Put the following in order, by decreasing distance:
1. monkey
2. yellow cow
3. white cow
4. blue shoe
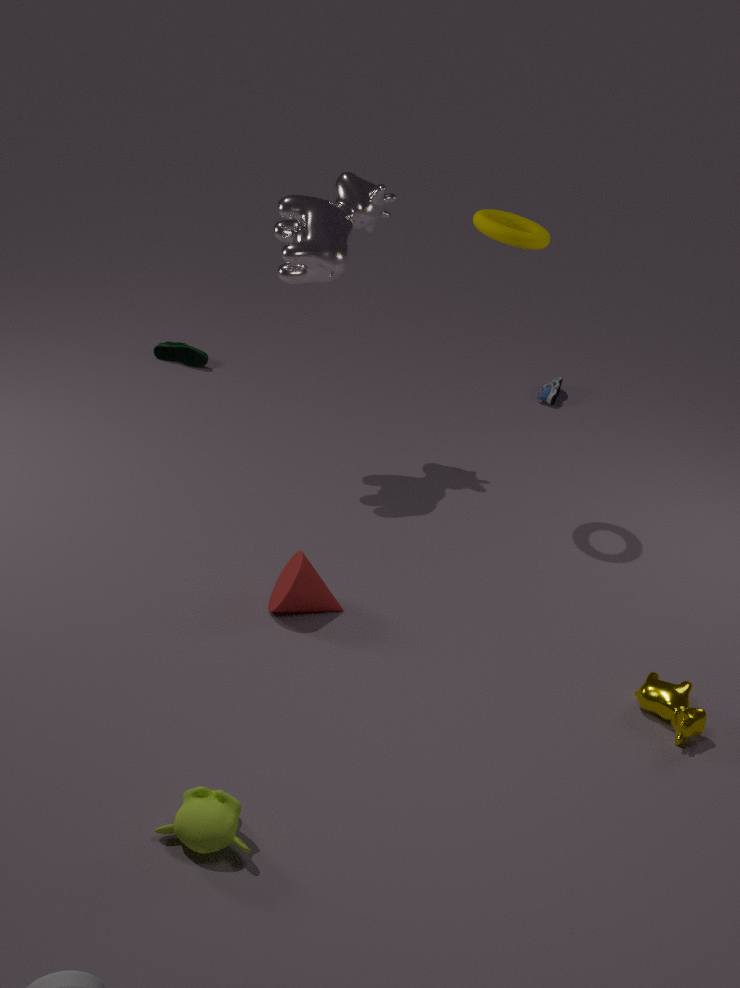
1. blue shoe
2. white cow
3. yellow cow
4. monkey
